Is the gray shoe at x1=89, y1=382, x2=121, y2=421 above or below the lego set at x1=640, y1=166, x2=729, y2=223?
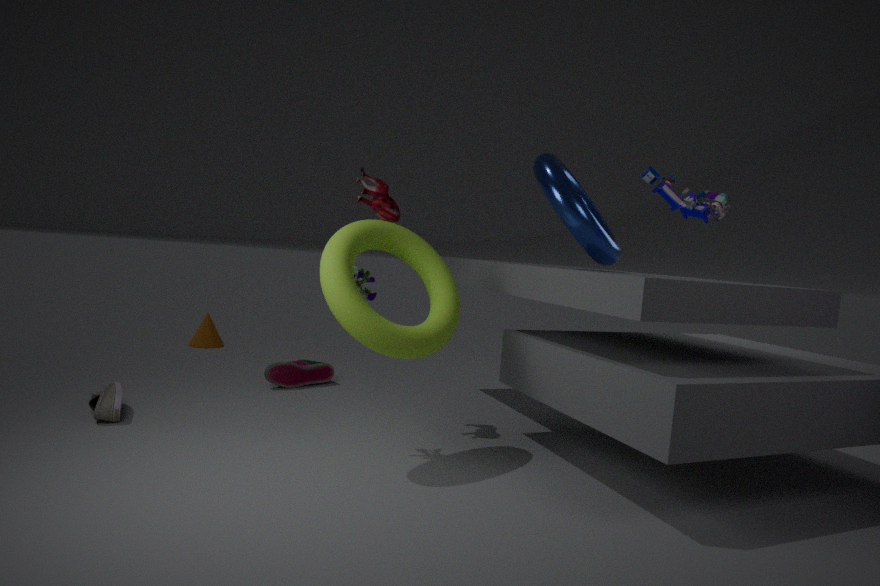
below
